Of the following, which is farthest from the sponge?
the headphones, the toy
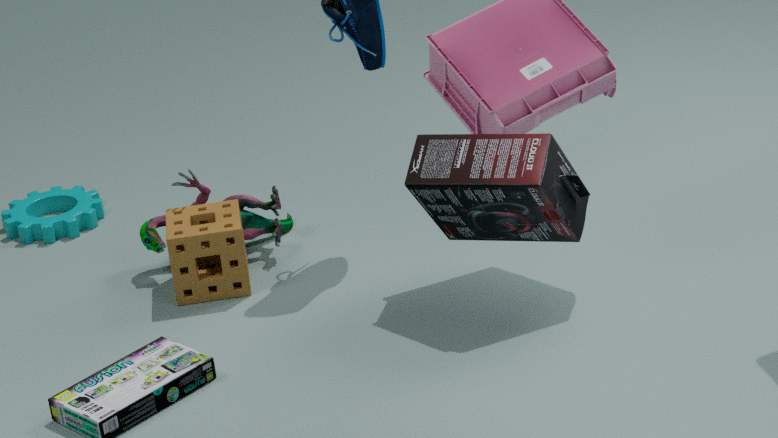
the headphones
